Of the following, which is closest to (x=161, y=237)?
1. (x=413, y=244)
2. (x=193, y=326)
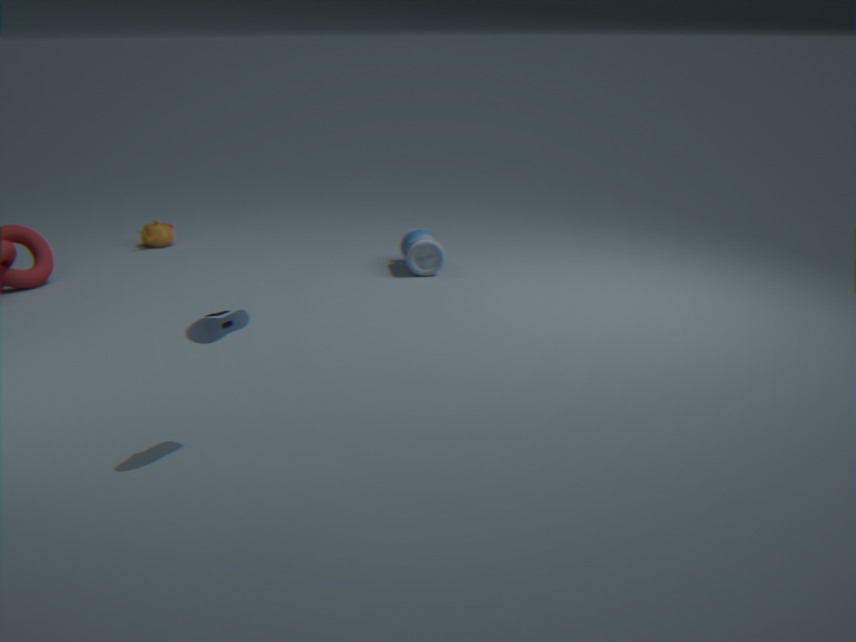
(x=413, y=244)
